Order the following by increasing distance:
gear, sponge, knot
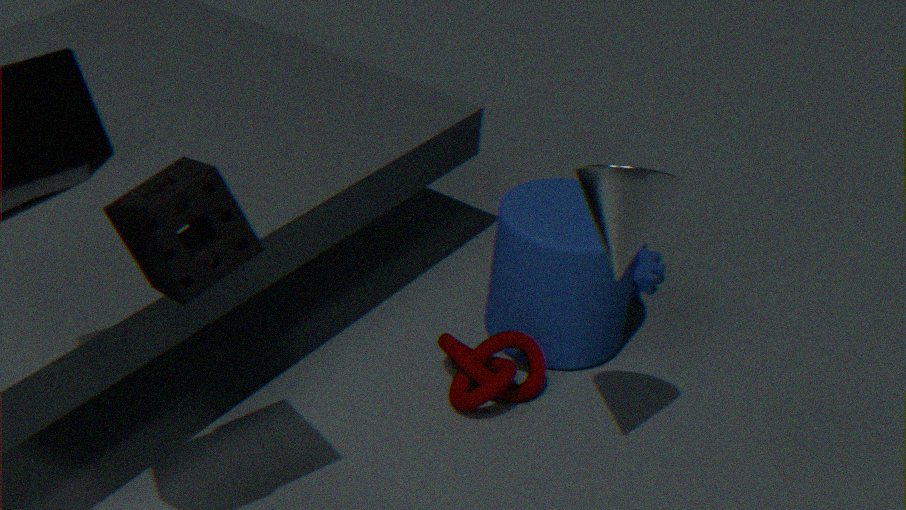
sponge
knot
gear
